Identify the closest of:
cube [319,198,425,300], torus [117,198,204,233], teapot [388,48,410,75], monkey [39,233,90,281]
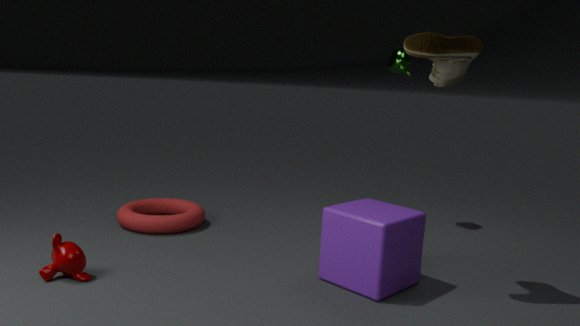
cube [319,198,425,300]
